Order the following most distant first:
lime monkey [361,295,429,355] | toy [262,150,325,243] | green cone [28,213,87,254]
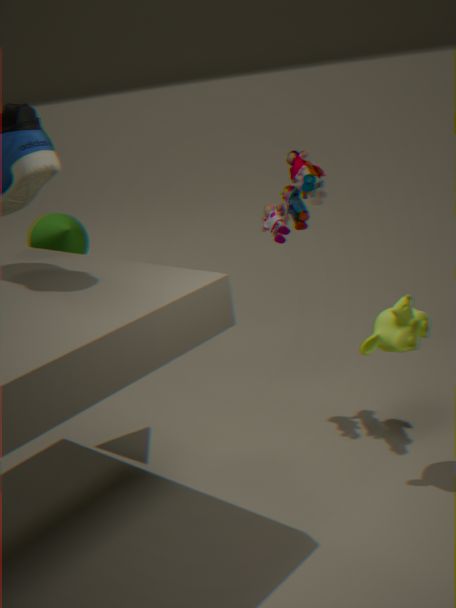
green cone [28,213,87,254]
toy [262,150,325,243]
lime monkey [361,295,429,355]
